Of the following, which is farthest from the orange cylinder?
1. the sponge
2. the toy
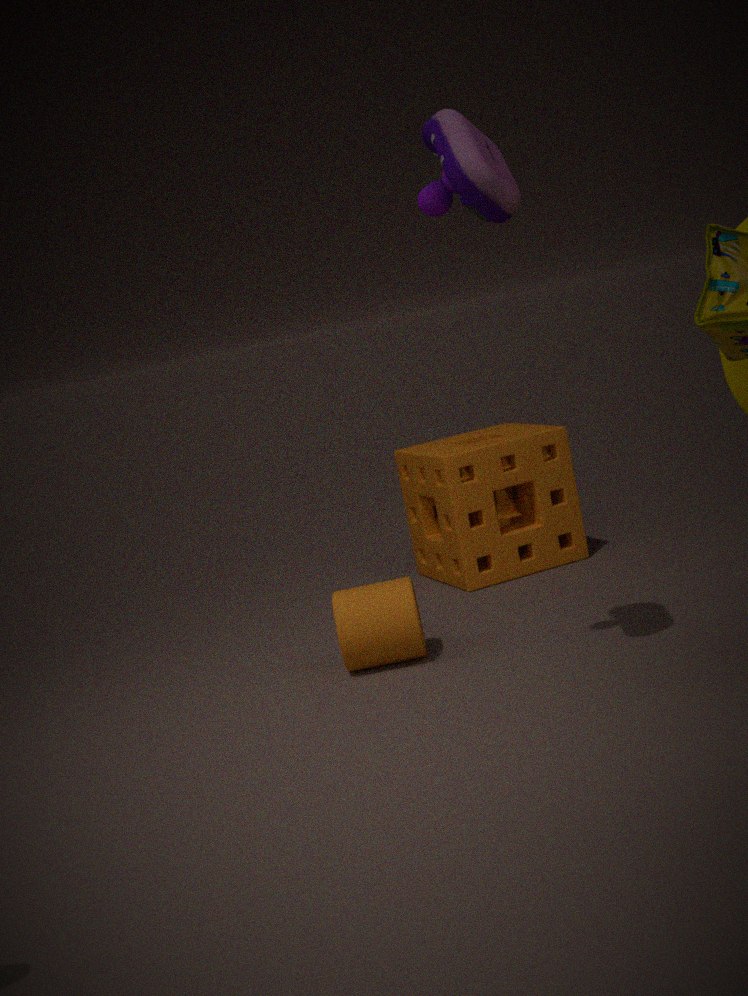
the toy
